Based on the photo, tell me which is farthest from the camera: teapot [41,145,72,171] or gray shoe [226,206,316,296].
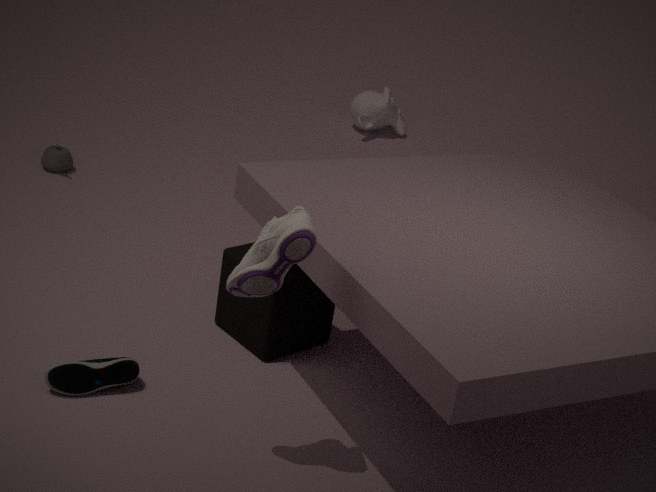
teapot [41,145,72,171]
